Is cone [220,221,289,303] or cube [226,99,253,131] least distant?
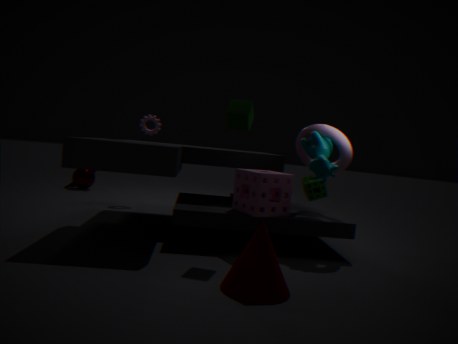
cone [220,221,289,303]
